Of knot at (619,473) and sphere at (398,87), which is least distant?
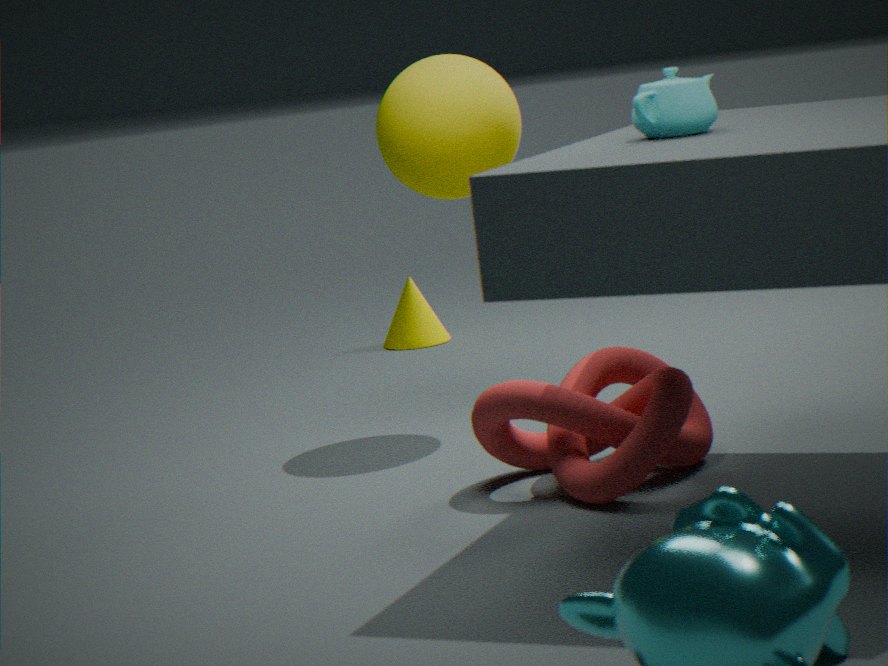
knot at (619,473)
